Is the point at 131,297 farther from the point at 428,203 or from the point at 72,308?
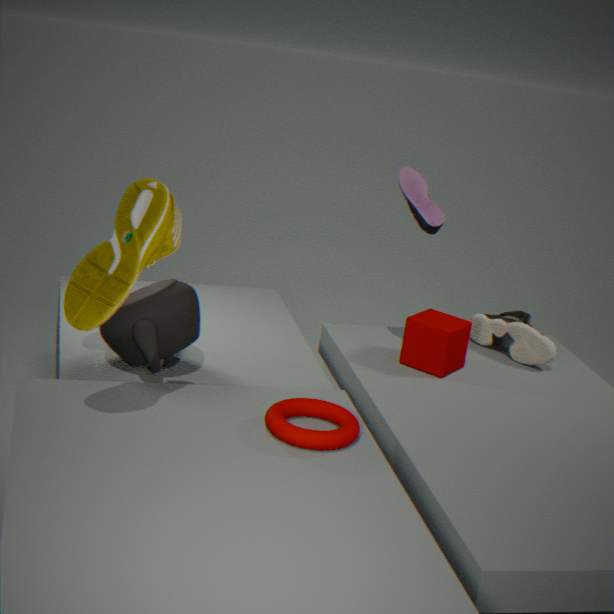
the point at 428,203
